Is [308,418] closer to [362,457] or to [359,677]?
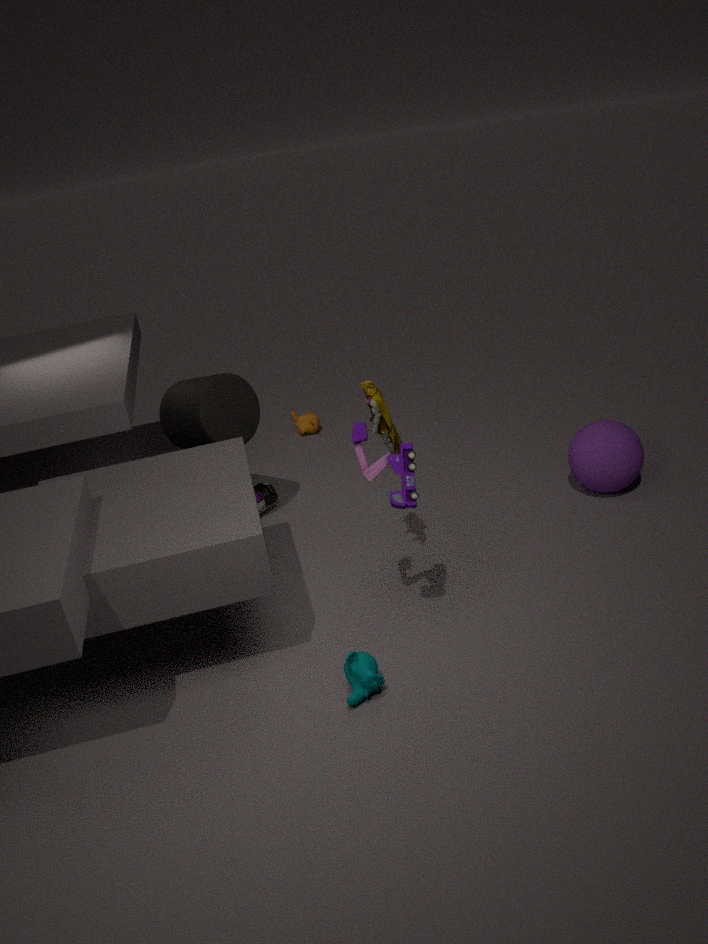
[362,457]
